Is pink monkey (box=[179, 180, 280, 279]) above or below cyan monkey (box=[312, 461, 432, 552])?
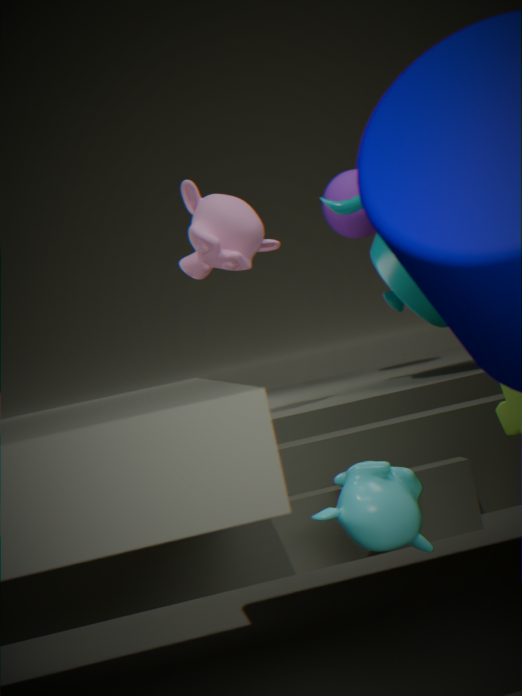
above
